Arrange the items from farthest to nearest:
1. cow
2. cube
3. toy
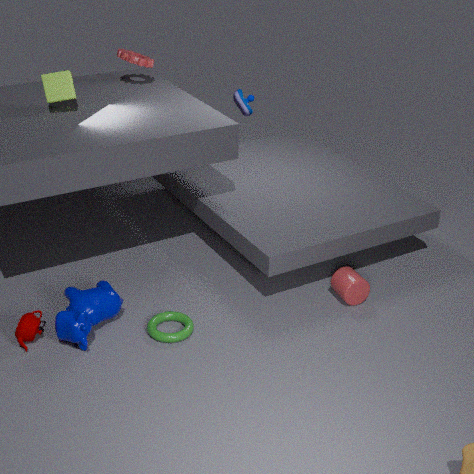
toy → cube → cow
